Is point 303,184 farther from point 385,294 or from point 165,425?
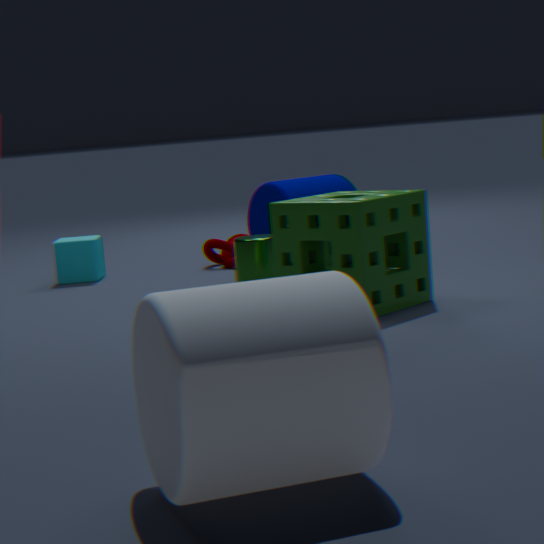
point 165,425
